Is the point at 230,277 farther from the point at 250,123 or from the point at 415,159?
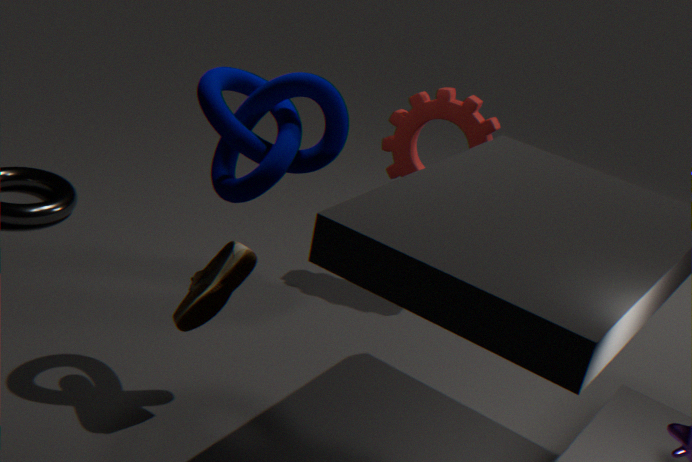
the point at 415,159
